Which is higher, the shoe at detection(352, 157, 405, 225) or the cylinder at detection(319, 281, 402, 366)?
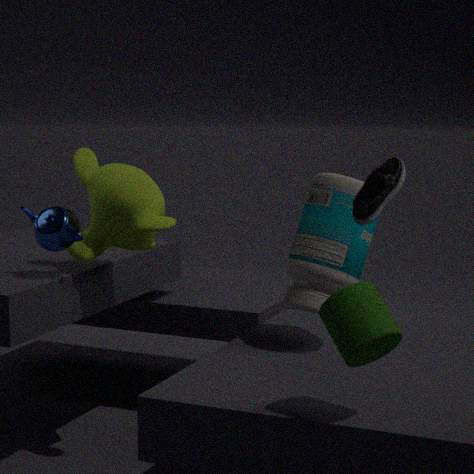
the shoe at detection(352, 157, 405, 225)
